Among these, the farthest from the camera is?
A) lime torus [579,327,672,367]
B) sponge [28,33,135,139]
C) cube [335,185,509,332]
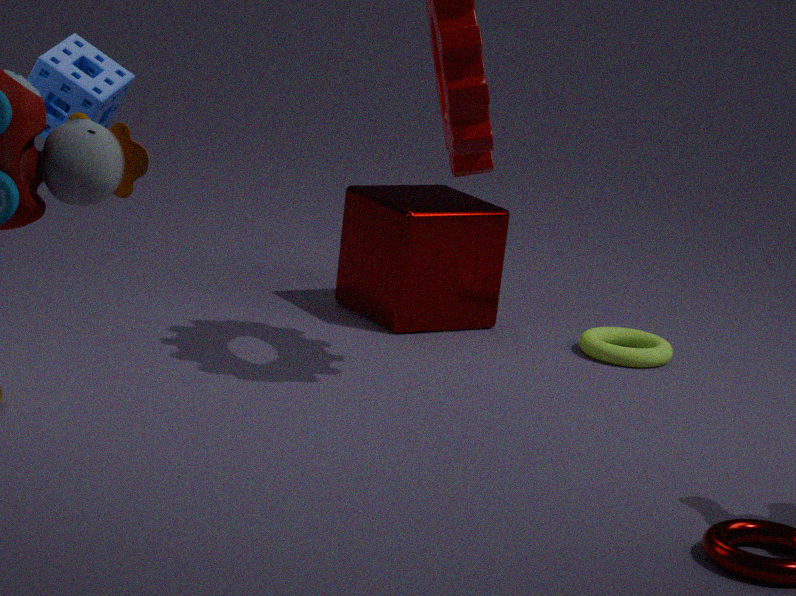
cube [335,185,509,332]
